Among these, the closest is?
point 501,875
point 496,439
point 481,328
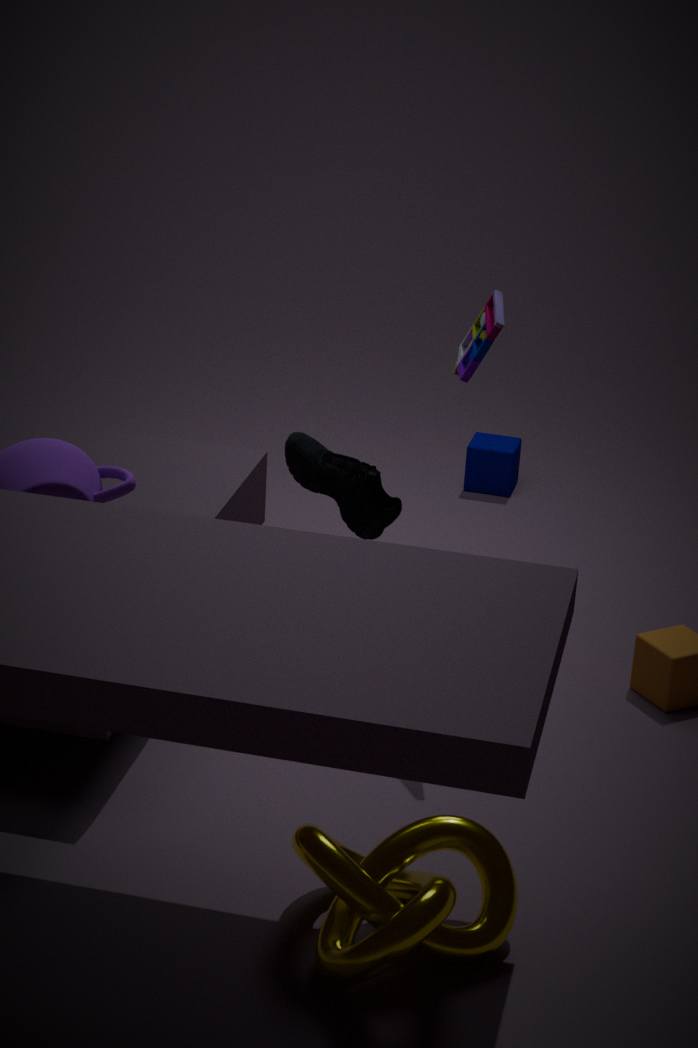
point 501,875
